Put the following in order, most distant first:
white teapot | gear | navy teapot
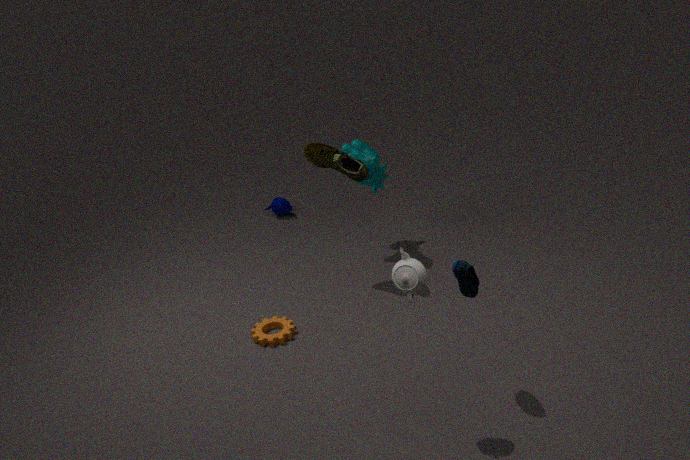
navy teapot
gear
white teapot
